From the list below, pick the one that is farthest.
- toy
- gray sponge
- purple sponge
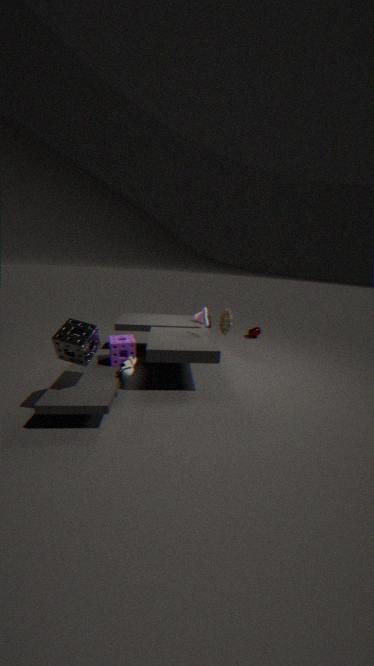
toy
